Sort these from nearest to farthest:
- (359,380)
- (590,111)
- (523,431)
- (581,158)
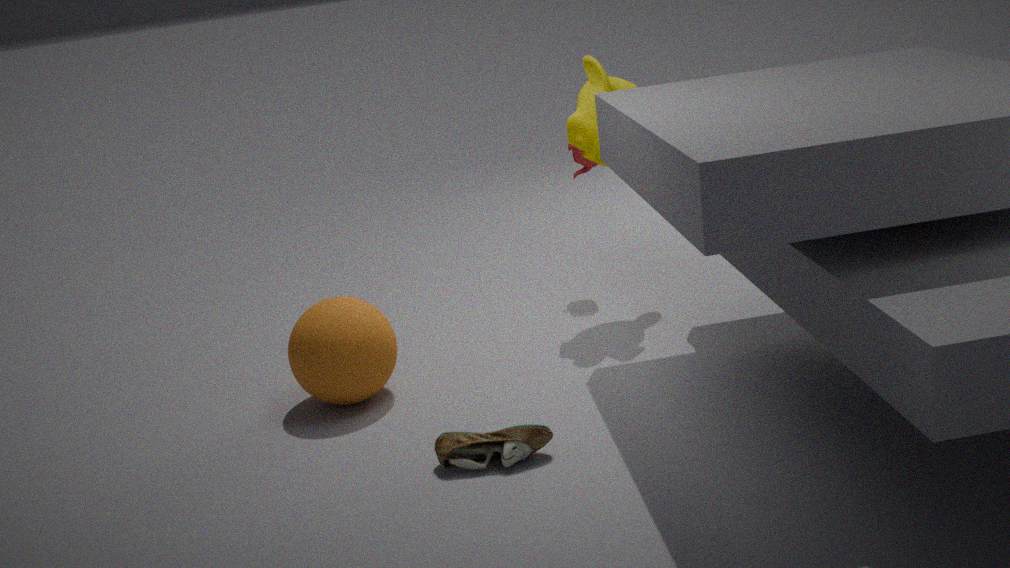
(523,431) < (359,380) < (590,111) < (581,158)
